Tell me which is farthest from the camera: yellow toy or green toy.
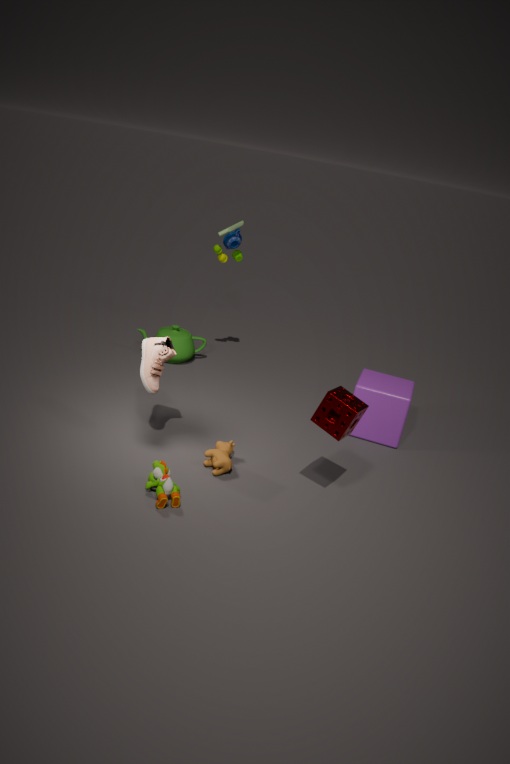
green toy
